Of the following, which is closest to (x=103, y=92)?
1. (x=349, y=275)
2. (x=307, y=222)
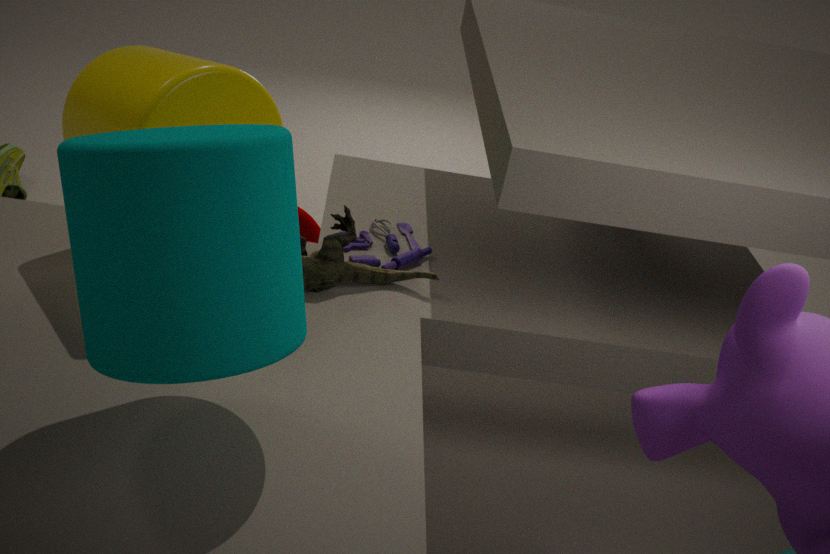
(x=349, y=275)
